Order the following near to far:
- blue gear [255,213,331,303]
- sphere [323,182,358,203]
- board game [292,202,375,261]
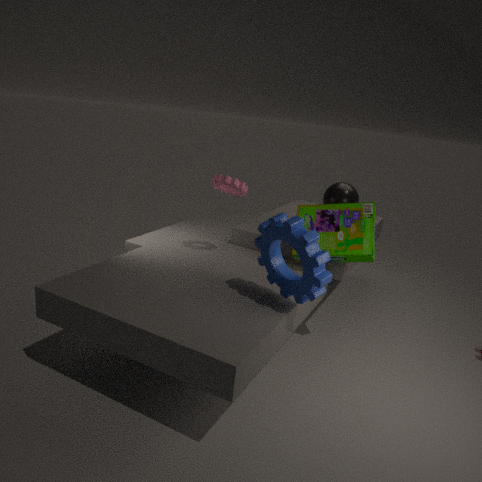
1. blue gear [255,213,331,303]
2. board game [292,202,375,261]
3. sphere [323,182,358,203]
